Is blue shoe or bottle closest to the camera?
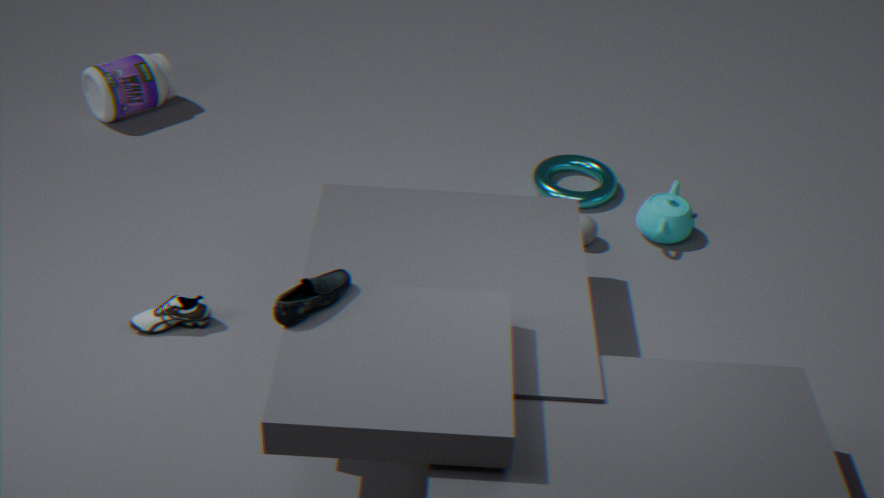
blue shoe
